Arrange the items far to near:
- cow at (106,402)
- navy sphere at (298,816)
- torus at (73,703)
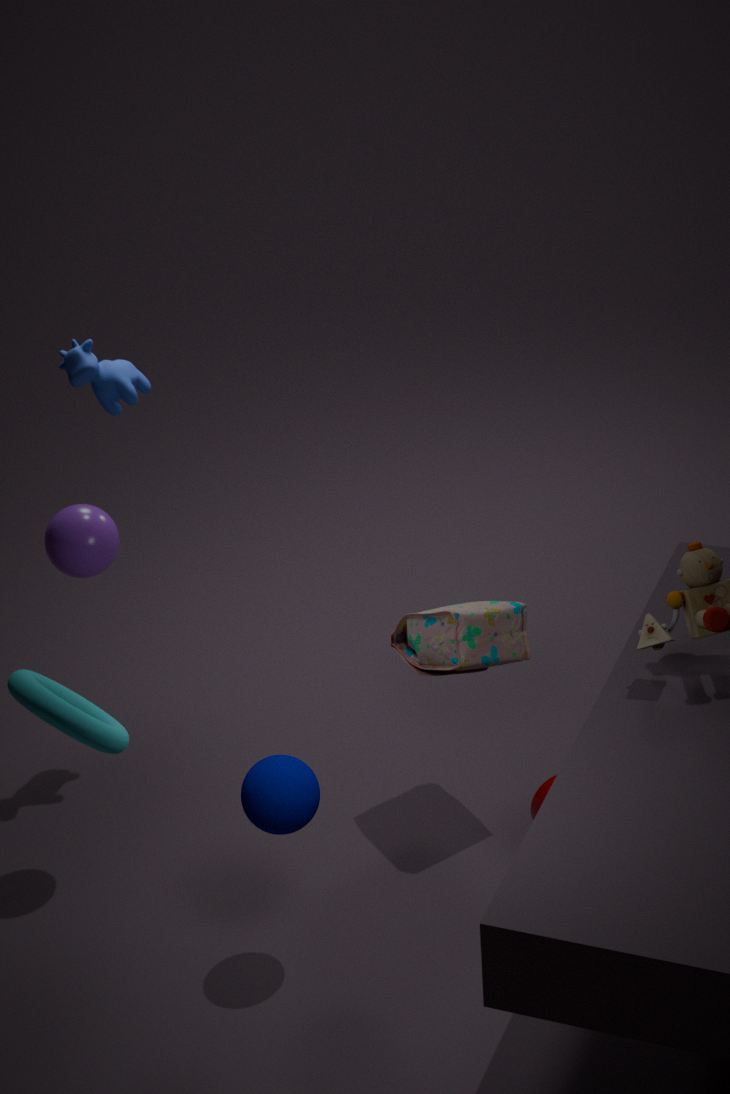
cow at (106,402) → navy sphere at (298,816) → torus at (73,703)
